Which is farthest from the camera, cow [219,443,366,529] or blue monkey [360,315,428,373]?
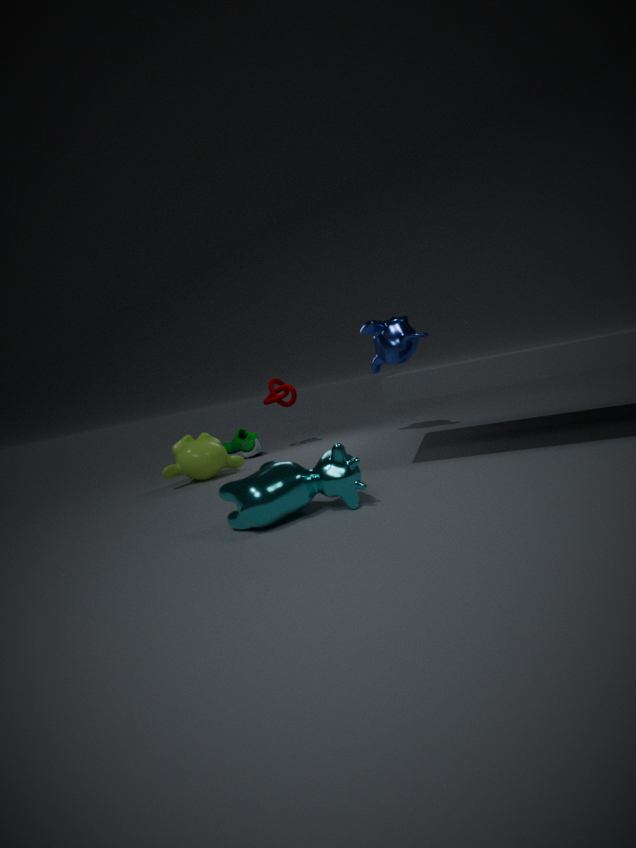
blue monkey [360,315,428,373]
